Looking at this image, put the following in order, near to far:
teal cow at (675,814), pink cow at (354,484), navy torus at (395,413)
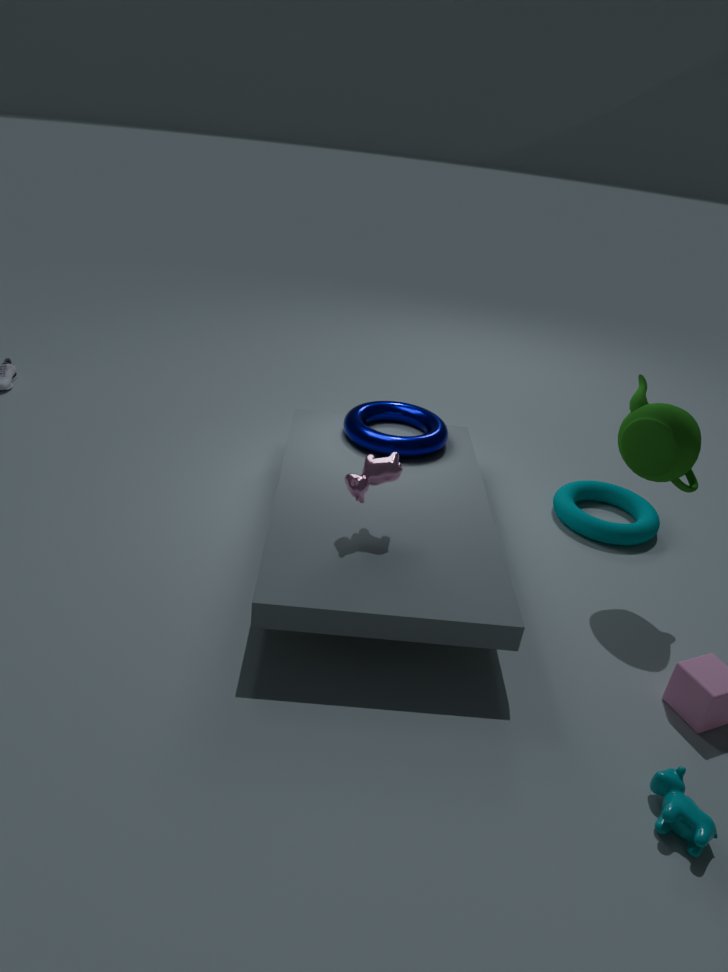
teal cow at (675,814), pink cow at (354,484), navy torus at (395,413)
